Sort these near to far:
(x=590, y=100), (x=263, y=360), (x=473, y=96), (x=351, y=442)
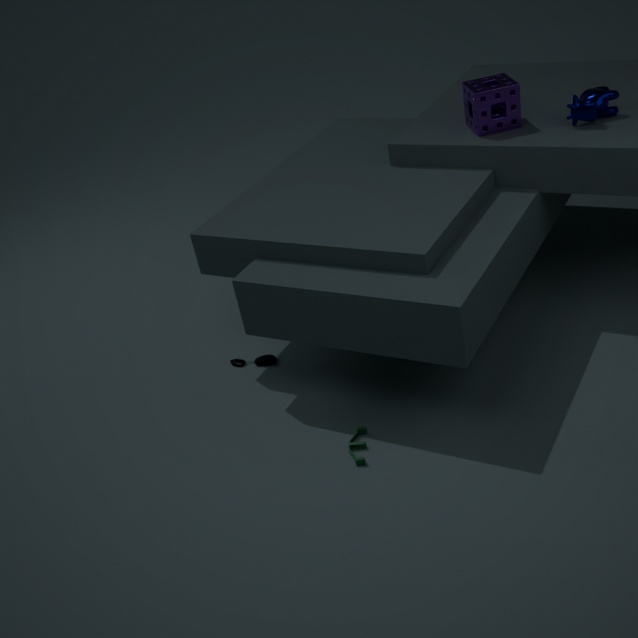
(x=351, y=442), (x=590, y=100), (x=473, y=96), (x=263, y=360)
